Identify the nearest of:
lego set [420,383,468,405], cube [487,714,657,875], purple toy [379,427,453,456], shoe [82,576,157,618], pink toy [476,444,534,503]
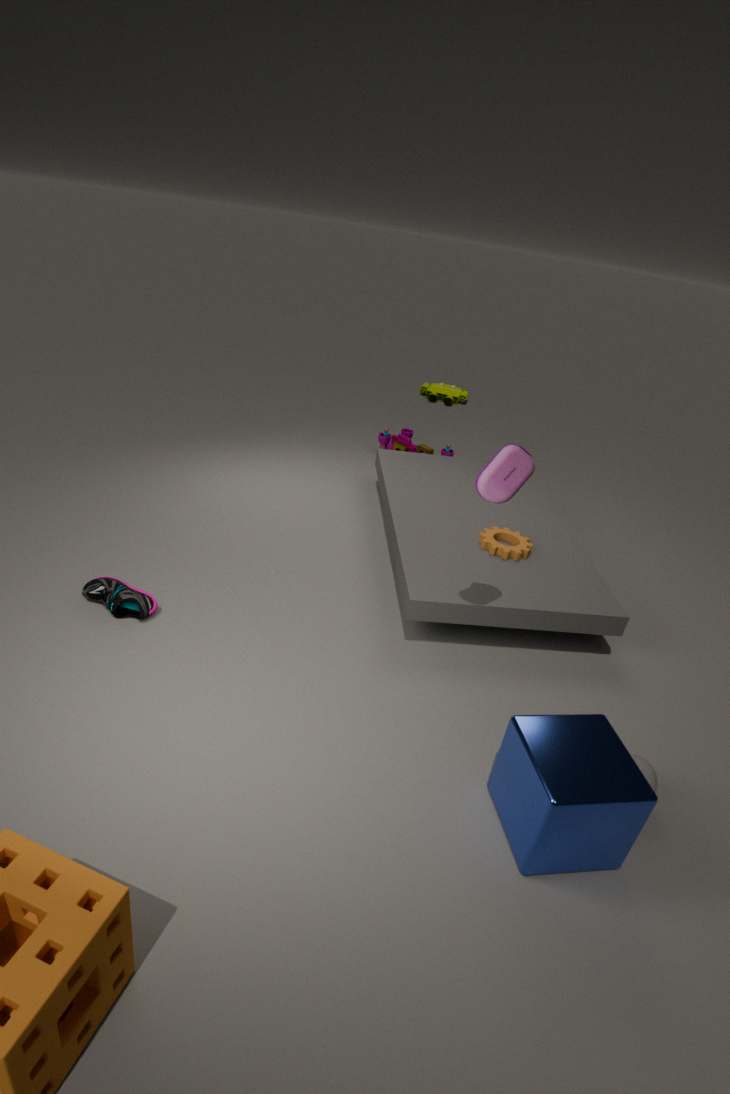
cube [487,714,657,875]
